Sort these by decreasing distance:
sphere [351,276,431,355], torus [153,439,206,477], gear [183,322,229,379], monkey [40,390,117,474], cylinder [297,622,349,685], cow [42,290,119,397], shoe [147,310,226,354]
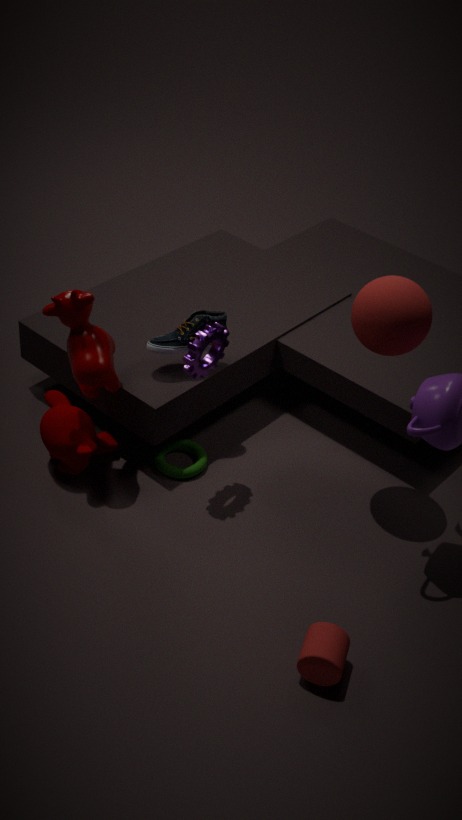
torus [153,439,206,477]
shoe [147,310,226,354]
monkey [40,390,117,474]
cow [42,290,119,397]
gear [183,322,229,379]
sphere [351,276,431,355]
cylinder [297,622,349,685]
